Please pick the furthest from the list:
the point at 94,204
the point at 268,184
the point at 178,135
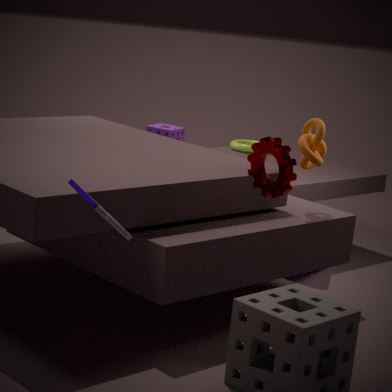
the point at 178,135
